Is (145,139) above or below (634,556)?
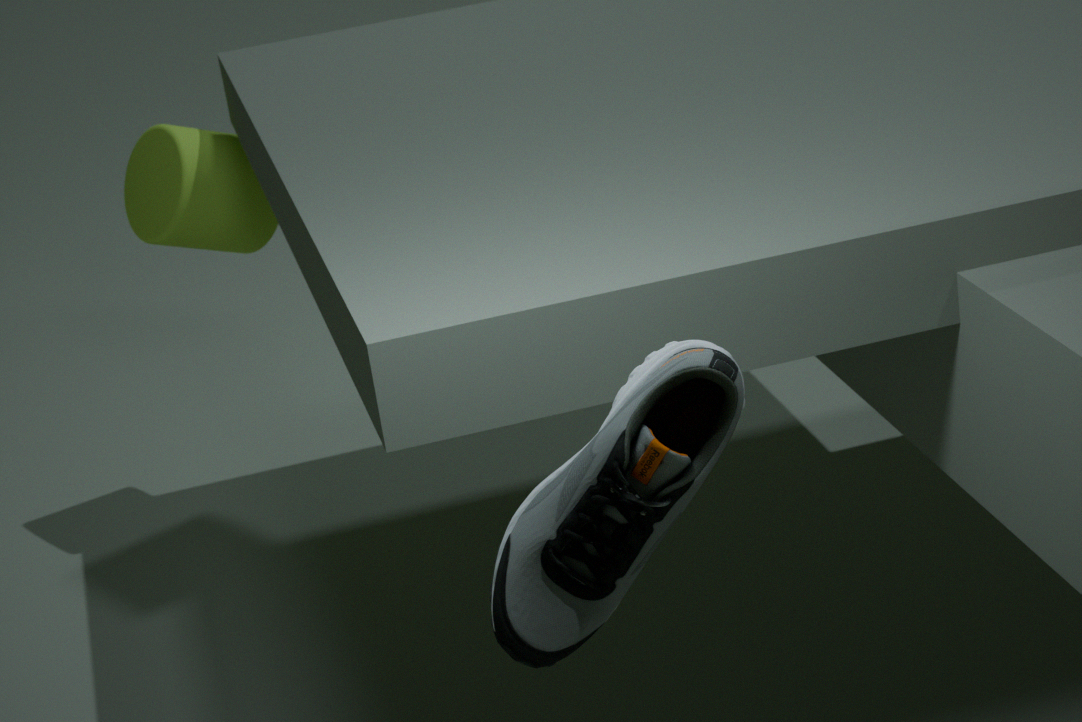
below
